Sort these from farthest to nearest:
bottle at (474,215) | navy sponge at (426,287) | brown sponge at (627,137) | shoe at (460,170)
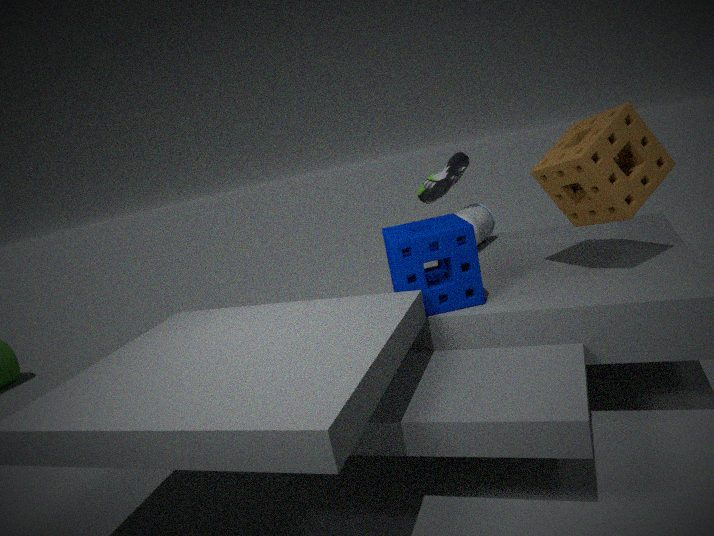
shoe at (460,170) → bottle at (474,215) → navy sponge at (426,287) → brown sponge at (627,137)
